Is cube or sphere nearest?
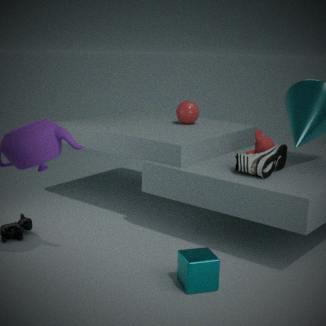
cube
